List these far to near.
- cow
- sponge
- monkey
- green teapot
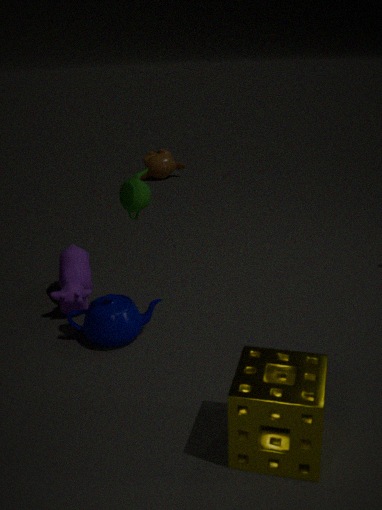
monkey < cow < green teapot < sponge
